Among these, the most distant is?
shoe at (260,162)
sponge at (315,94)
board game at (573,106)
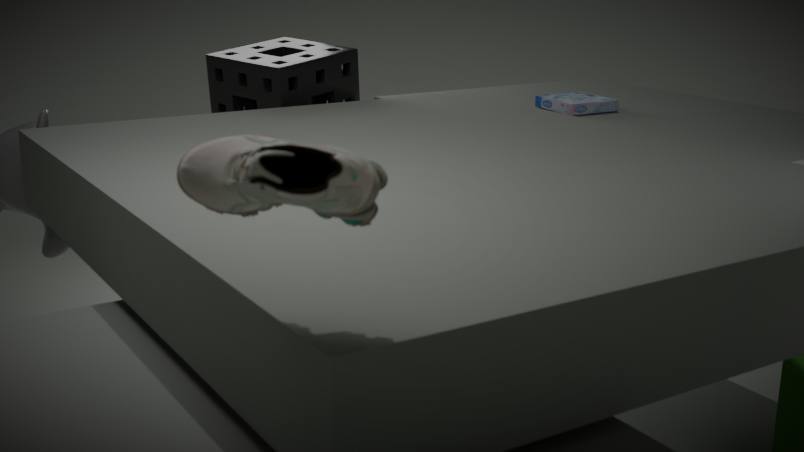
sponge at (315,94)
